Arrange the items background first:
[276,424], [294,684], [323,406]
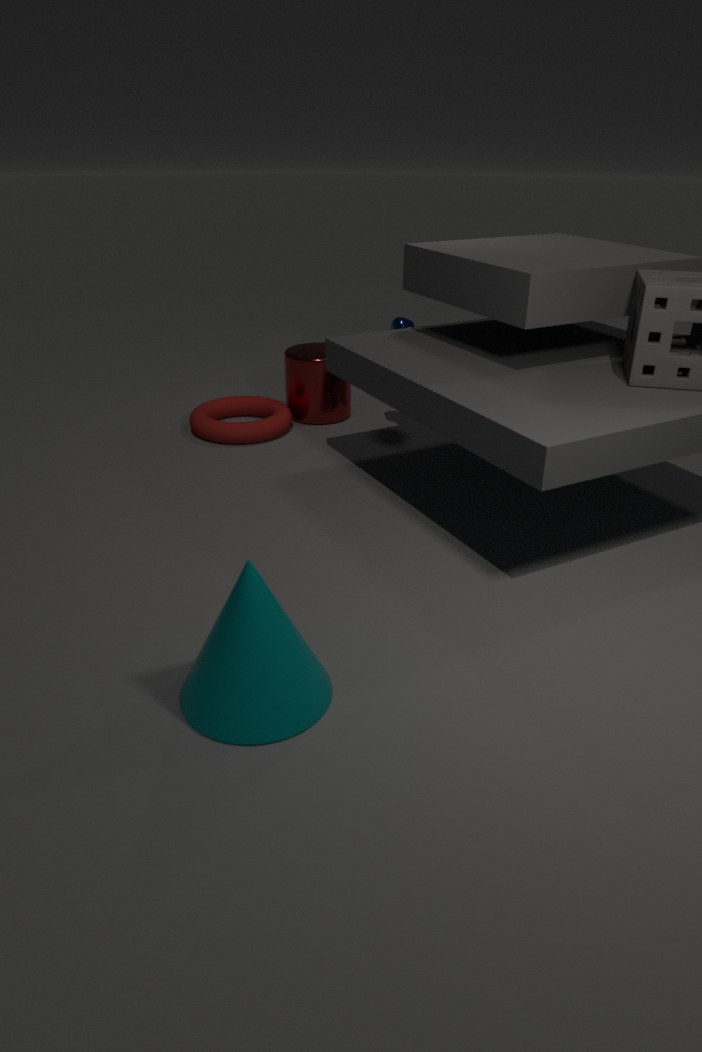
1. [323,406]
2. [276,424]
3. [294,684]
